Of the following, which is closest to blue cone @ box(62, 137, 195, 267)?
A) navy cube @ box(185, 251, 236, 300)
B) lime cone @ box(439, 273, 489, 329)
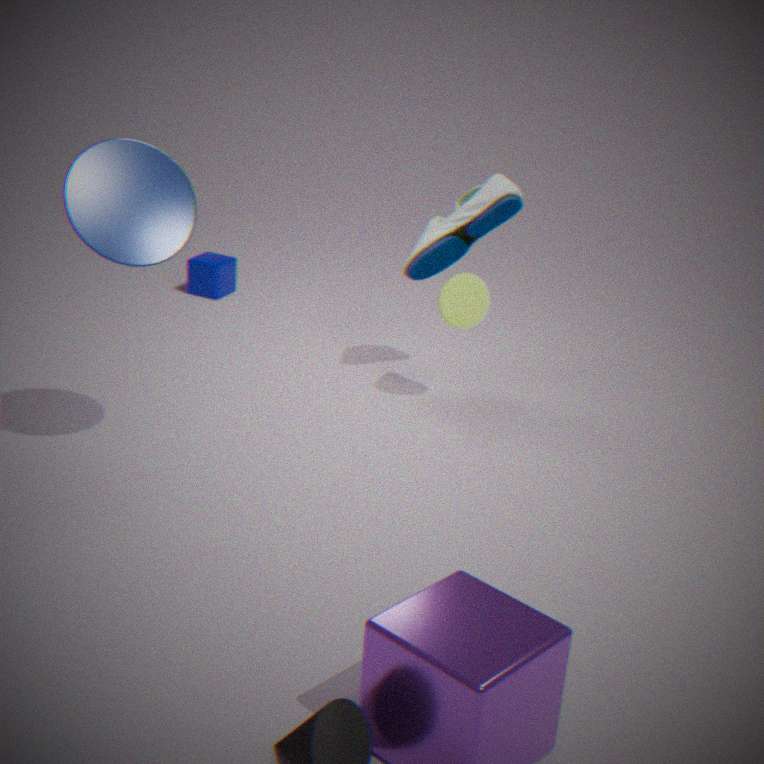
lime cone @ box(439, 273, 489, 329)
